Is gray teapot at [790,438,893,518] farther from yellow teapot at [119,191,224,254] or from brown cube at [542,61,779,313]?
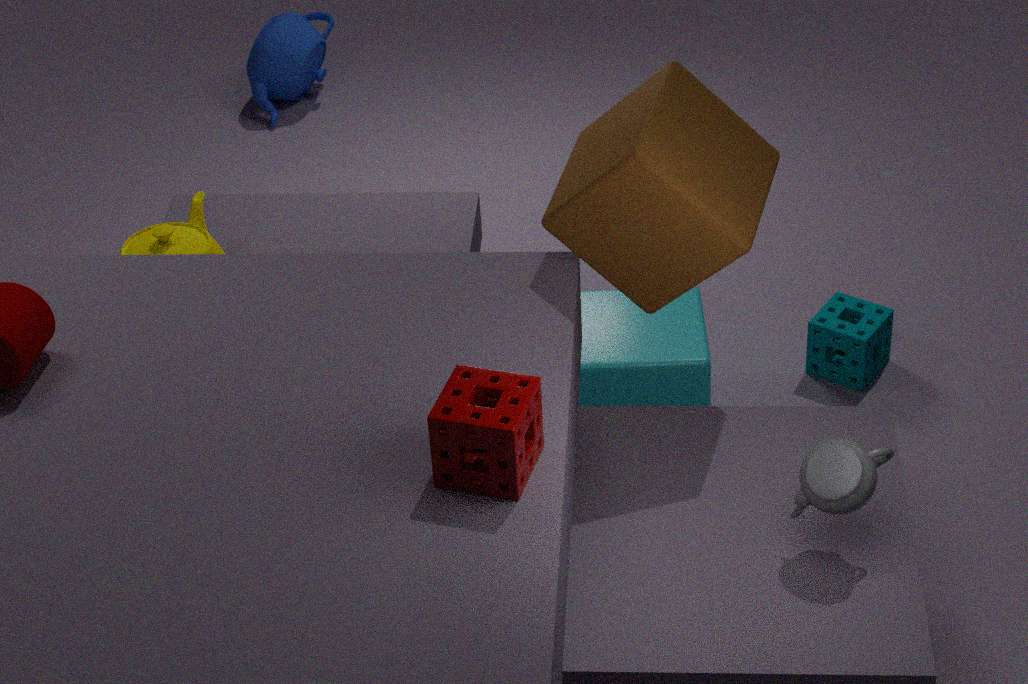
yellow teapot at [119,191,224,254]
